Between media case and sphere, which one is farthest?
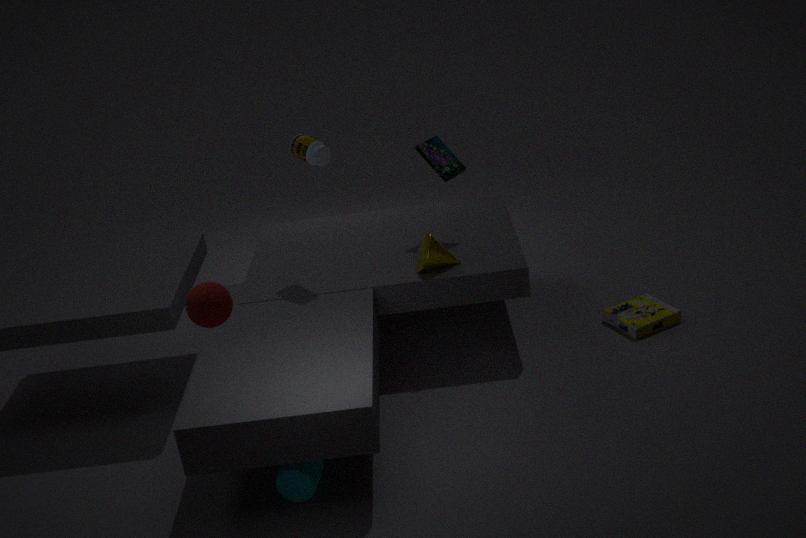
media case
